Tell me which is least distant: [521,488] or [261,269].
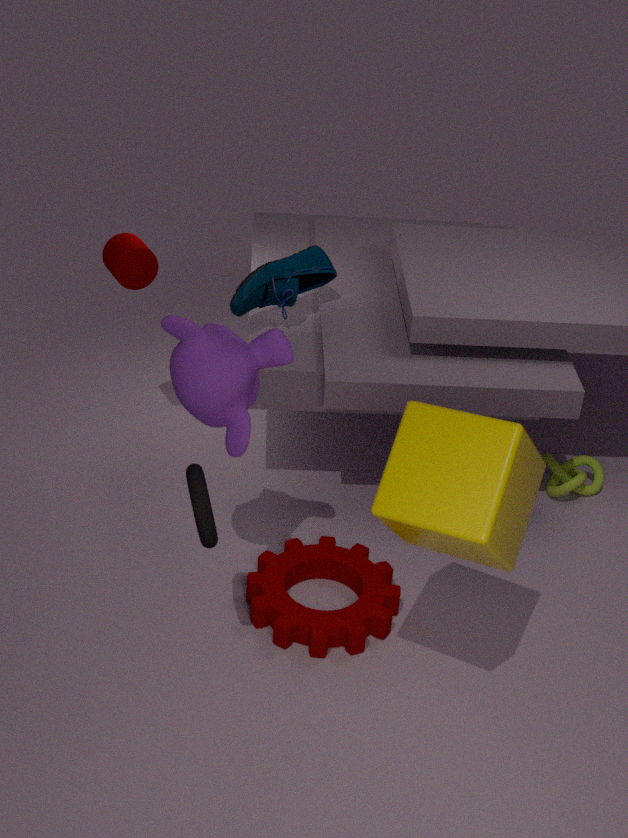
[521,488]
